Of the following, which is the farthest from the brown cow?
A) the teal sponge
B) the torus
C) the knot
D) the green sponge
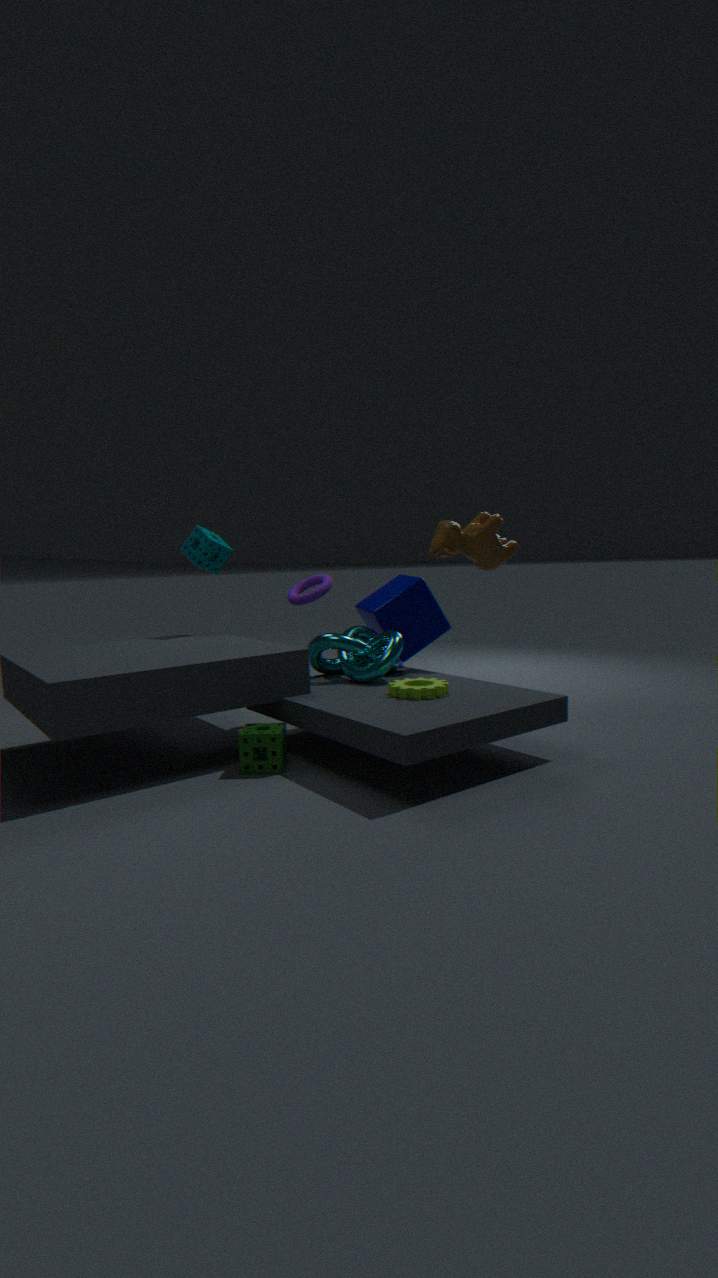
the green sponge
